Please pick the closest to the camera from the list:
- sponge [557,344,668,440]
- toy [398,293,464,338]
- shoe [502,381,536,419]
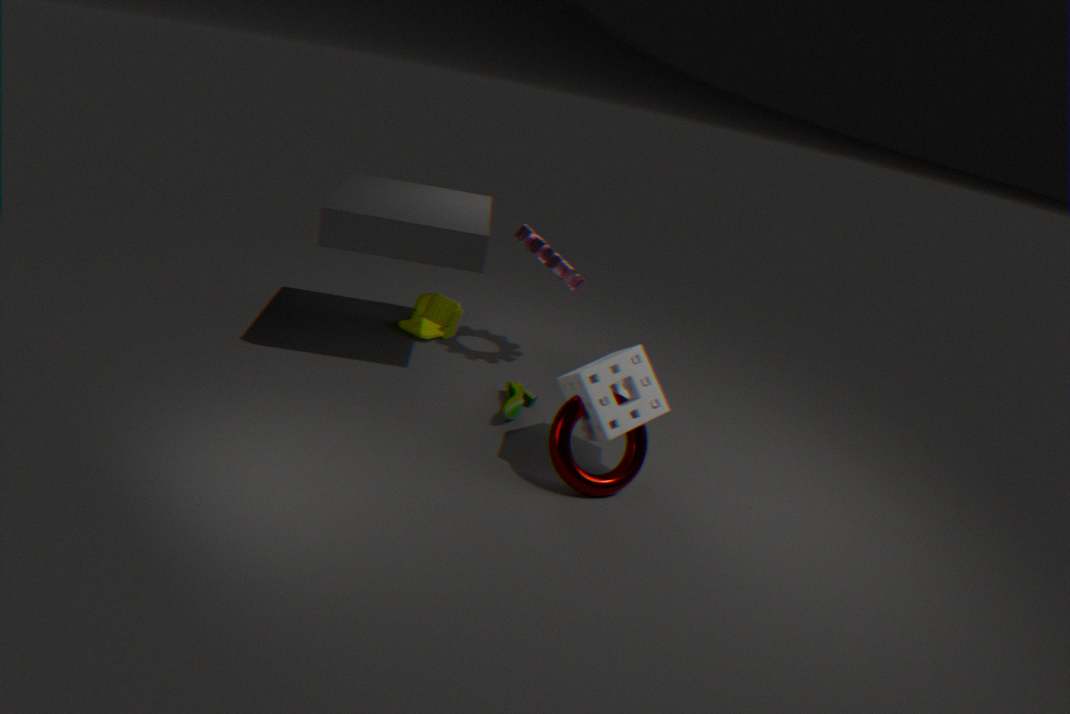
sponge [557,344,668,440]
